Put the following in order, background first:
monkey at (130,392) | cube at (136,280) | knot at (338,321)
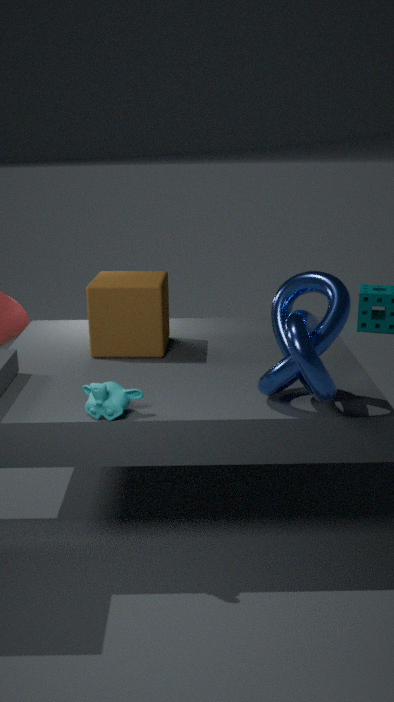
cube at (136,280) → monkey at (130,392) → knot at (338,321)
